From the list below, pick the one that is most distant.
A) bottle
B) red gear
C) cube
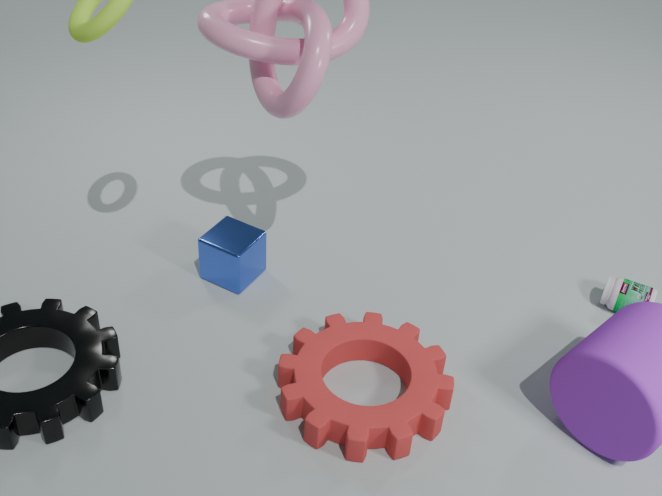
bottle
